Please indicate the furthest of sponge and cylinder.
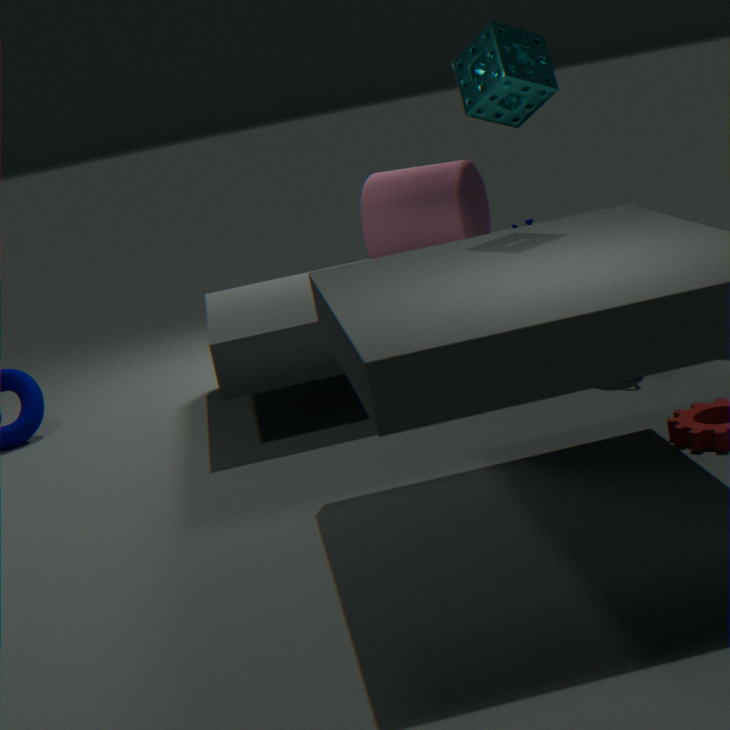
cylinder
